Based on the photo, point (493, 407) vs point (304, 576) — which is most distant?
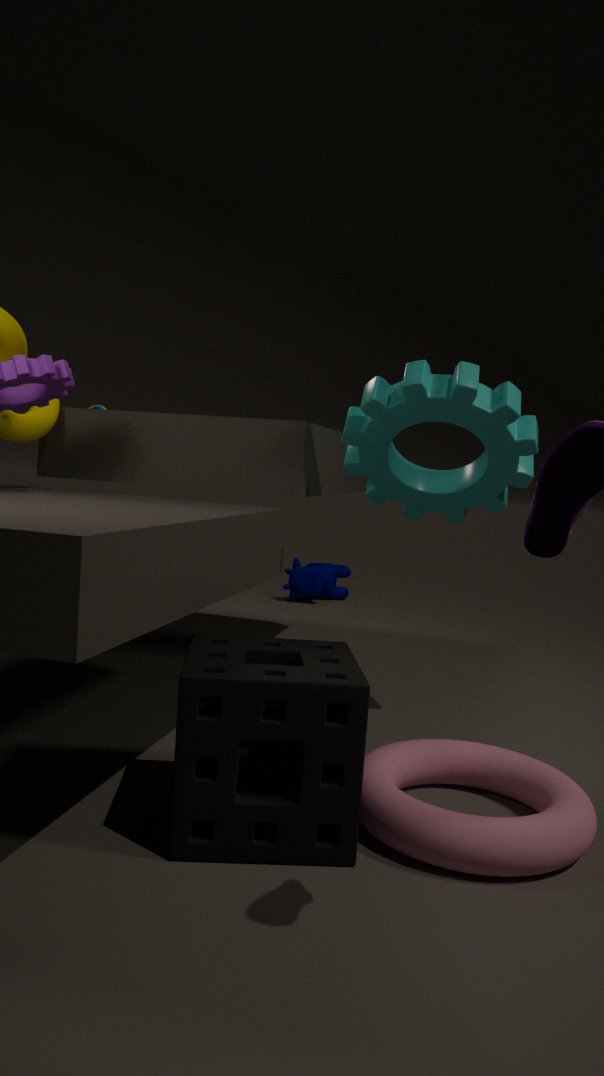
point (304, 576)
